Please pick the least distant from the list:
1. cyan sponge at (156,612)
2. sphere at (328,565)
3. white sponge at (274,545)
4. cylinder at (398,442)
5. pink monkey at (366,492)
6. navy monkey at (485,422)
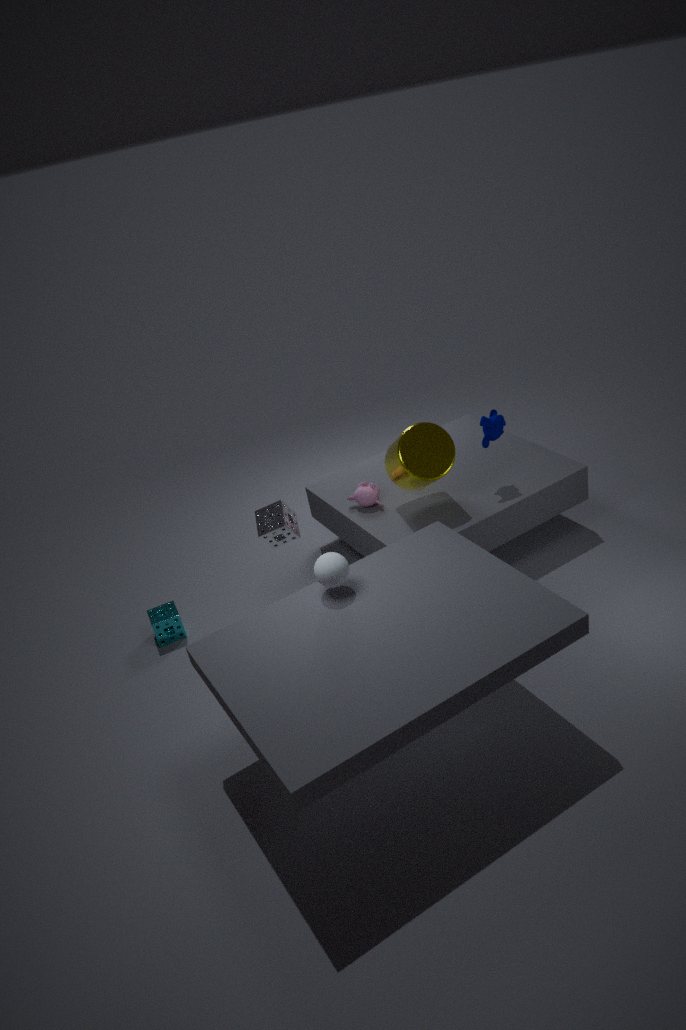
sphere at (328,565)
